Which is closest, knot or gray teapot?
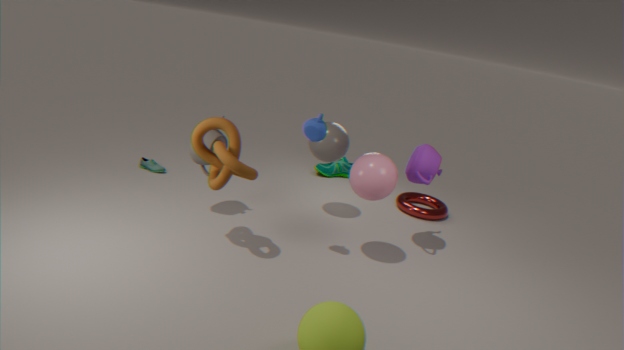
knot
